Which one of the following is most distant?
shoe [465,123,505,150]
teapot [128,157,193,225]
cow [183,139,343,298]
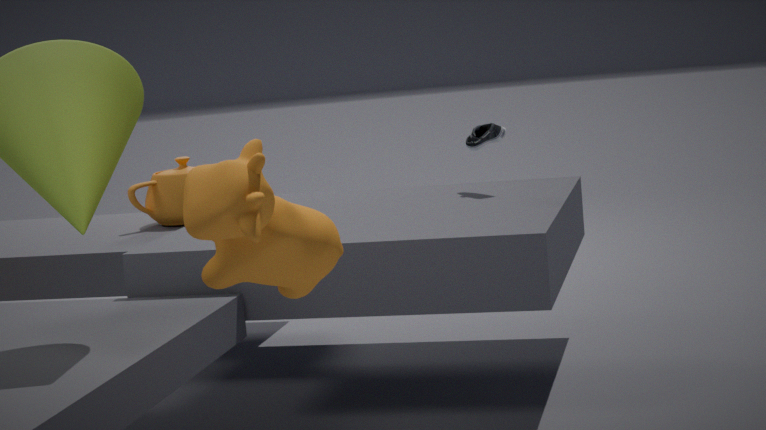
teapot [128,157,193,225]
